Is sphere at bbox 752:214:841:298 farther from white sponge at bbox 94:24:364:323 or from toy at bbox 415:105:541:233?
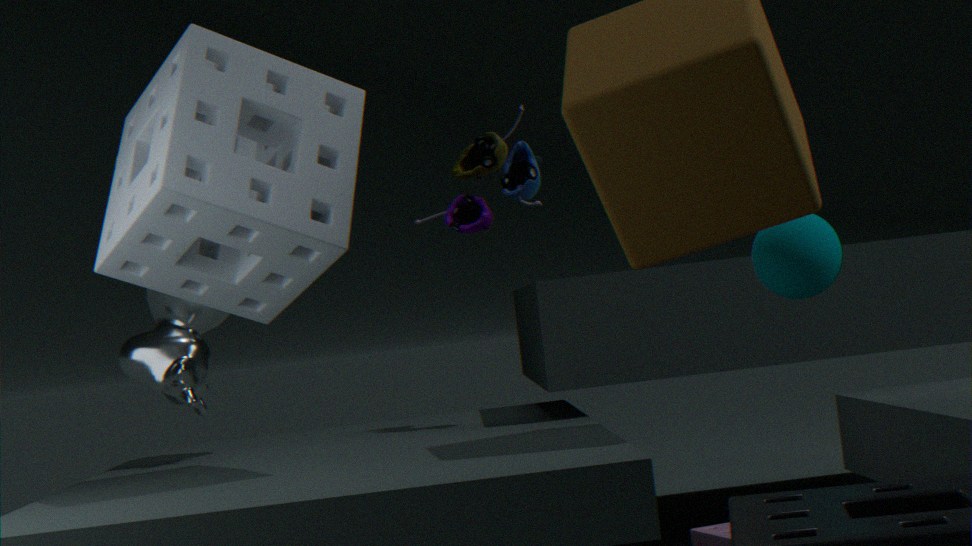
white sponge at bbox 94:24:364:323
